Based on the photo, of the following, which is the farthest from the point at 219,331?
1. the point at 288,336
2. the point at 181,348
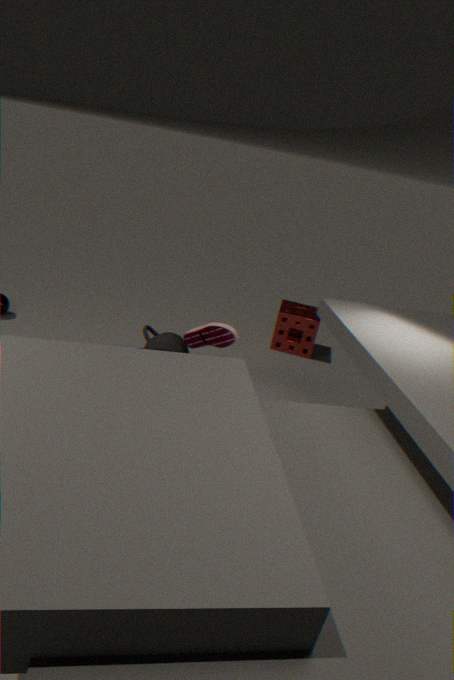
Answer: the point at 288,336
